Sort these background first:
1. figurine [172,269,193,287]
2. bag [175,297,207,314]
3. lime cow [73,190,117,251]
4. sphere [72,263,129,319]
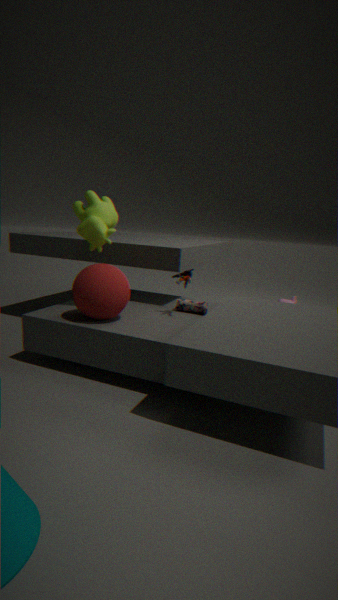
bag [175,297,207,314]
figurine [172,269,193,287]
lime cow [73,190,117,251]
sphere [72,263,129,319]
